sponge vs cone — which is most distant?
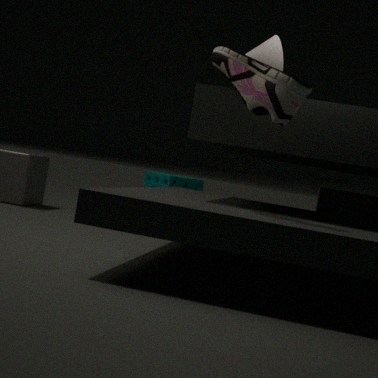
sponge
